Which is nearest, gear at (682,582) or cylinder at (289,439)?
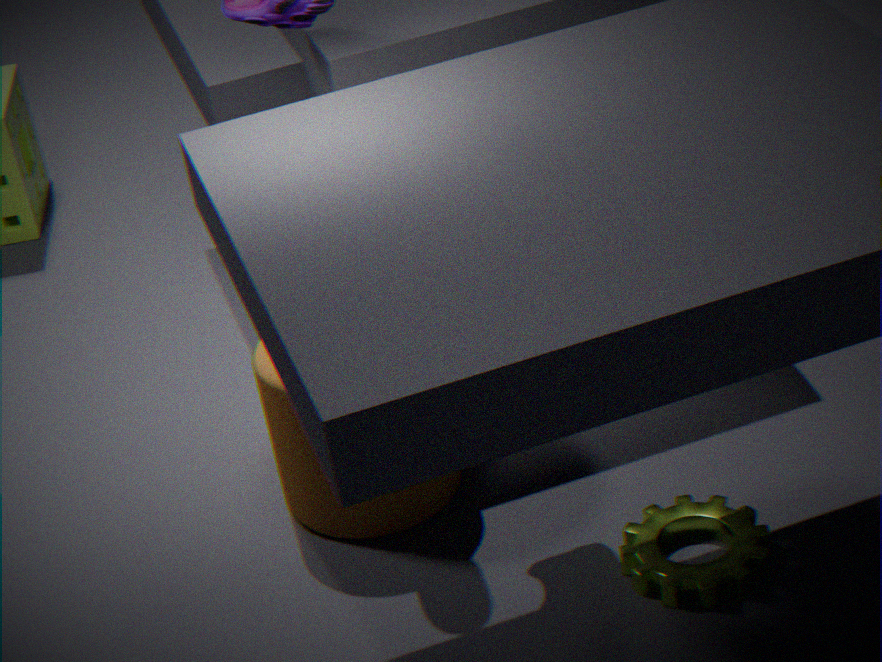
gear at (682,582)
